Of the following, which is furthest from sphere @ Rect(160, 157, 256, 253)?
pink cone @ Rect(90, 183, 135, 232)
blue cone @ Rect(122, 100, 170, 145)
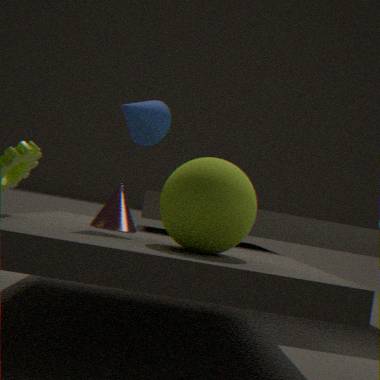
pink cone @ Rect(90, 183, 135, 232)
